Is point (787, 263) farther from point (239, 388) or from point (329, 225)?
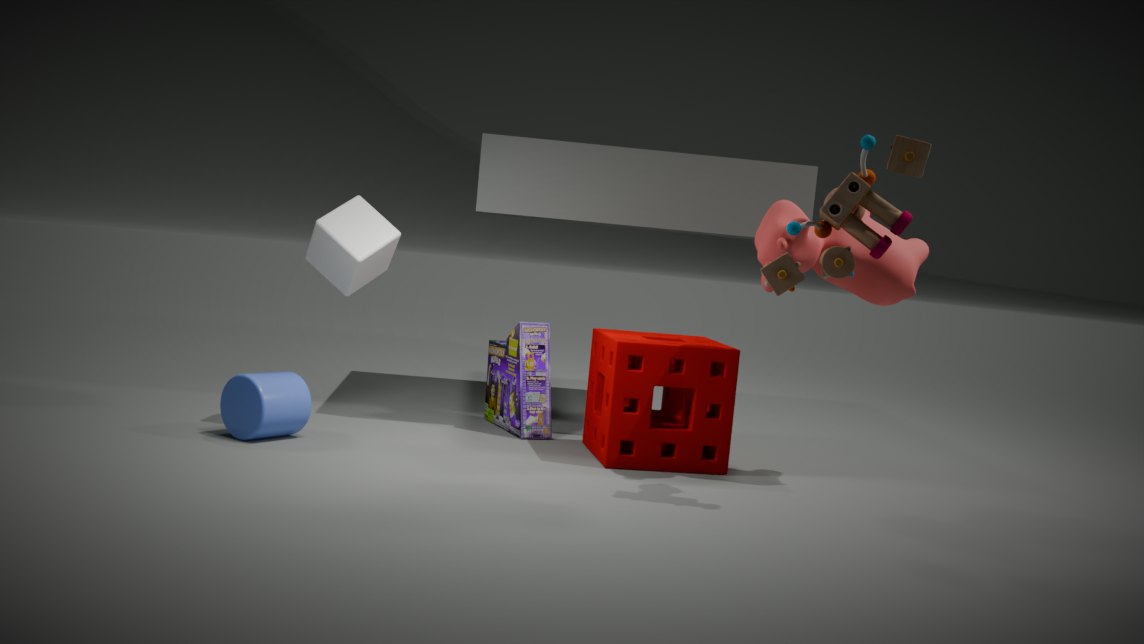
point (239, 388)
